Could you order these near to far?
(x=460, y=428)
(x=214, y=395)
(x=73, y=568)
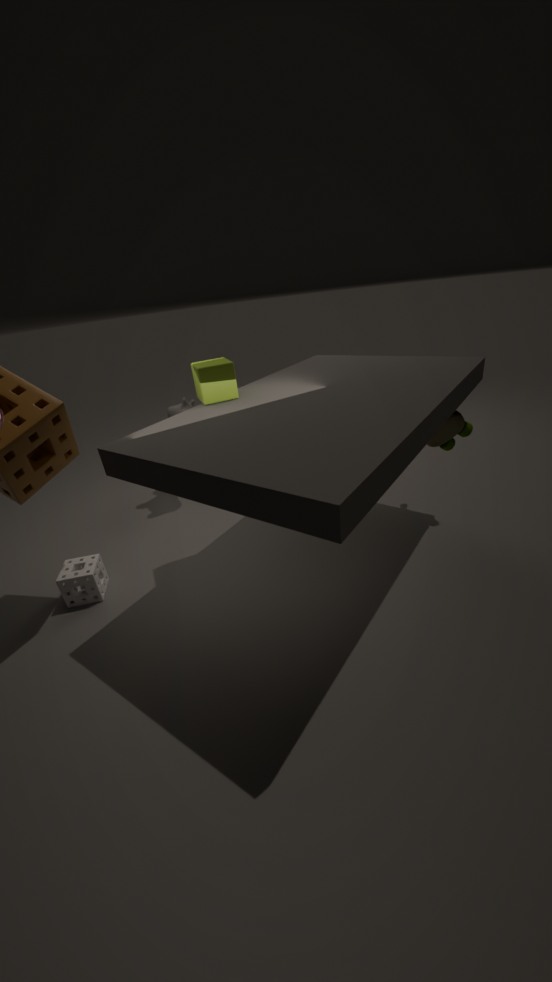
(x=214, y=395)
(x=73, y=568)
(x=460, y=428)
